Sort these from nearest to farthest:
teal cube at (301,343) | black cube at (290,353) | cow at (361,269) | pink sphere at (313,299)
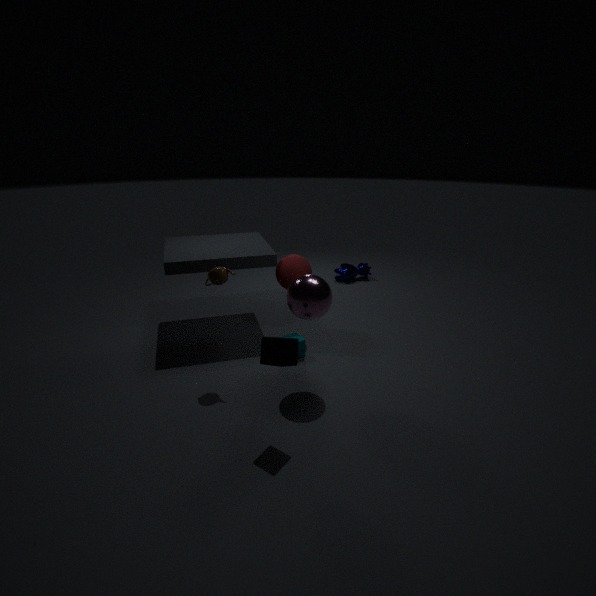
1. black cube at (290,353)
2. pink sphere at (313,299)
3. teal cube at (301,343)
4. cow at (361,269)
